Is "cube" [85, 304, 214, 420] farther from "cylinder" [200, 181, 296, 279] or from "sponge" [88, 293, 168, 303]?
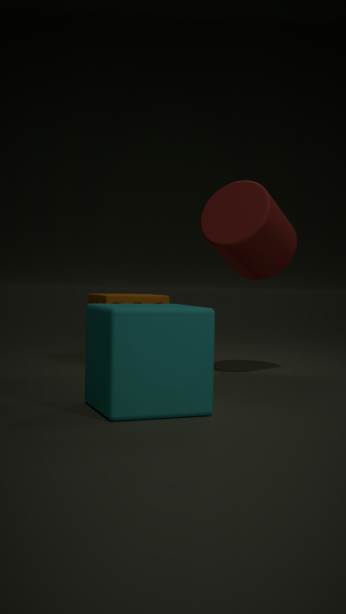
"sponge" [88, 293, 168, 303]
